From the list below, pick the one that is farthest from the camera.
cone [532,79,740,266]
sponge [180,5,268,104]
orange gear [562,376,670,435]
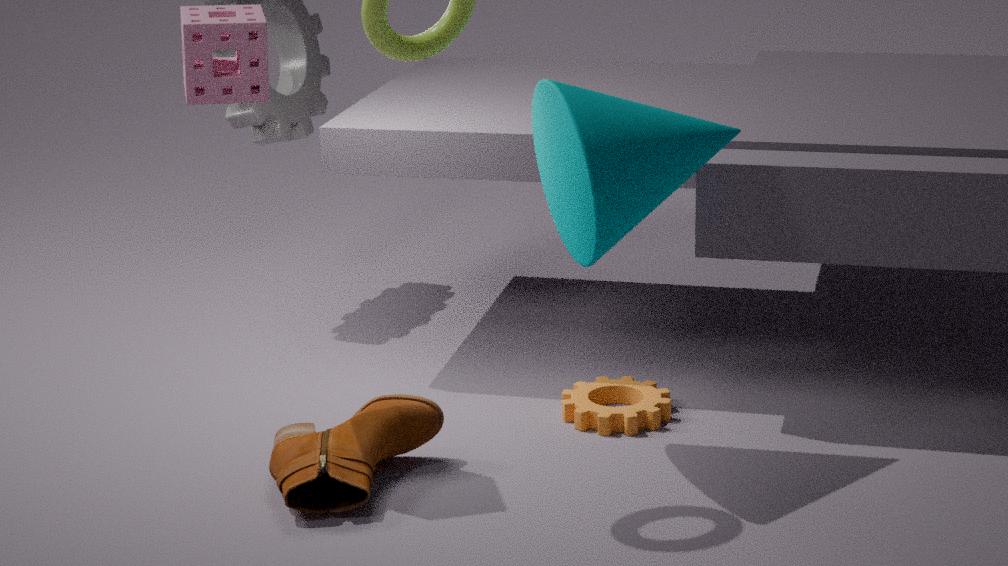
orange gear [562,376,670,435]
